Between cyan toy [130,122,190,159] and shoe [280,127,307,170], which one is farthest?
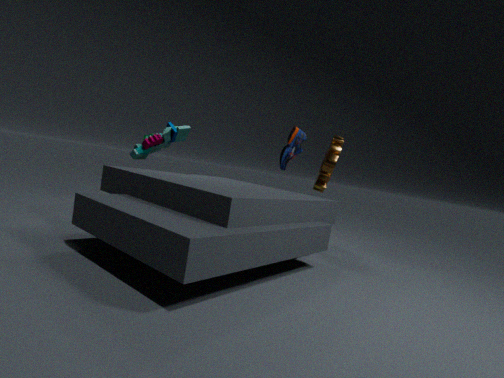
shoe [280,127,307,170]
